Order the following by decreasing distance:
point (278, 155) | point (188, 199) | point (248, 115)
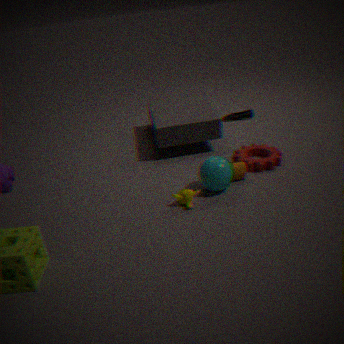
point (248, 115), point (278, 155), point (188, 199)
